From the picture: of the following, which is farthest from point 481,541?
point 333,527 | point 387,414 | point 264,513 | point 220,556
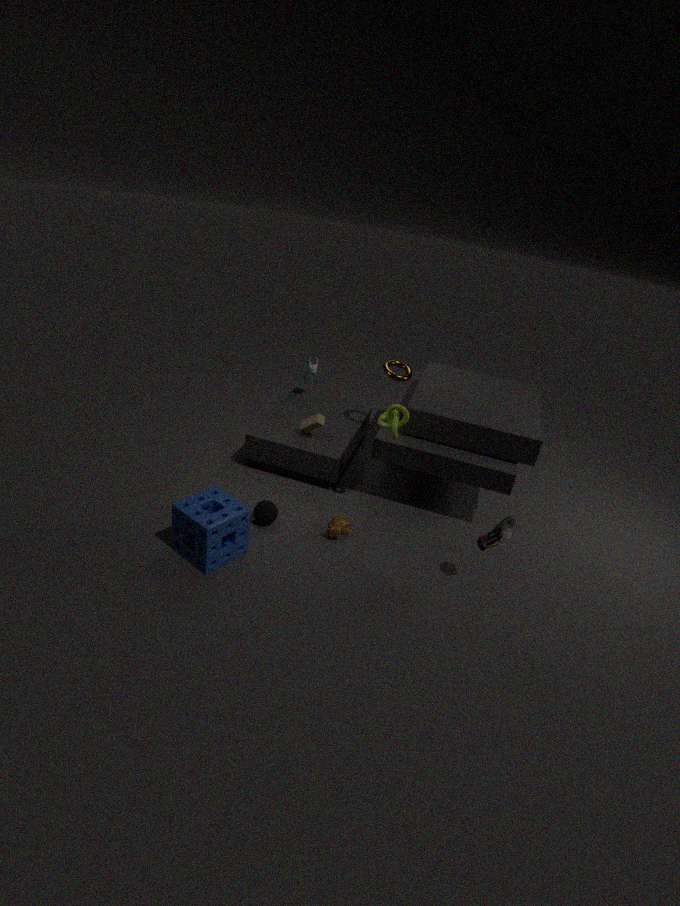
point 220,556
